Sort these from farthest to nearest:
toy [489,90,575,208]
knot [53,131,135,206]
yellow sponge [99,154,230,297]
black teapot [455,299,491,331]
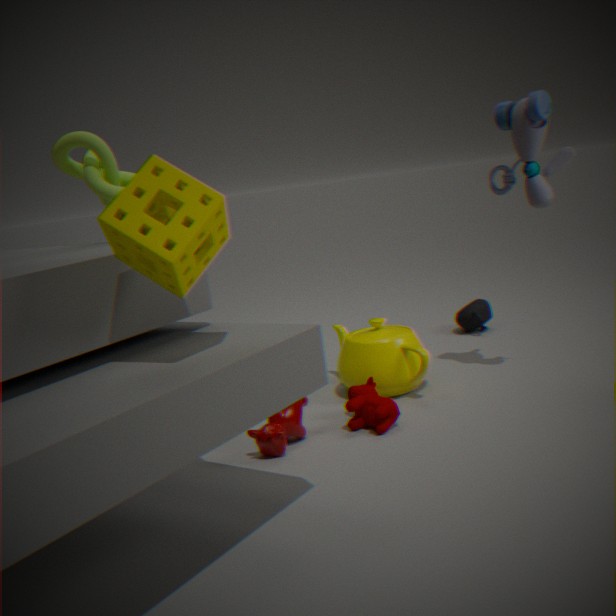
1. black teapot [455,299,491,331]
2. toy [489,90,575,208]
3. knot [53,131,135,206]
4. yellow sponge [99,154,230,297]
